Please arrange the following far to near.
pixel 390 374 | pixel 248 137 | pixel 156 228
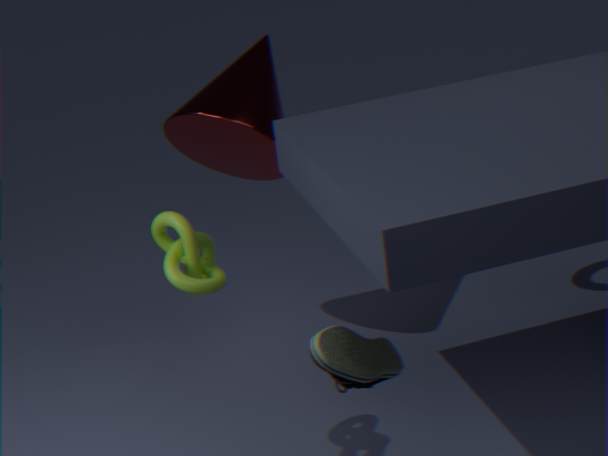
1. pixel 248 137
2. pixel 156 228
3. pixel 390 374
